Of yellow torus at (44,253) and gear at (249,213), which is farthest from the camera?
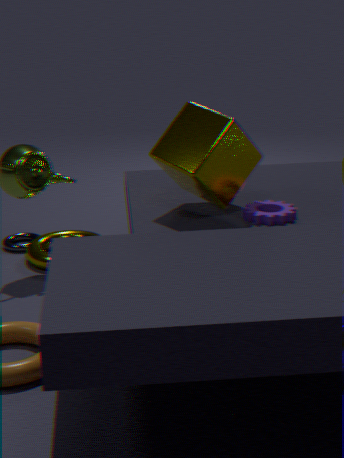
yellow torus at (44,253)
